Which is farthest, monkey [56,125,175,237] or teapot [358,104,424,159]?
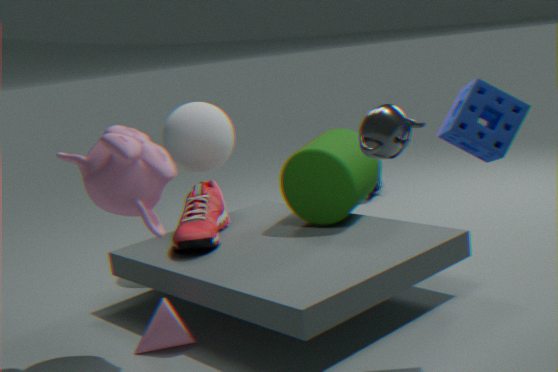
monkey [56,125,175,237]
